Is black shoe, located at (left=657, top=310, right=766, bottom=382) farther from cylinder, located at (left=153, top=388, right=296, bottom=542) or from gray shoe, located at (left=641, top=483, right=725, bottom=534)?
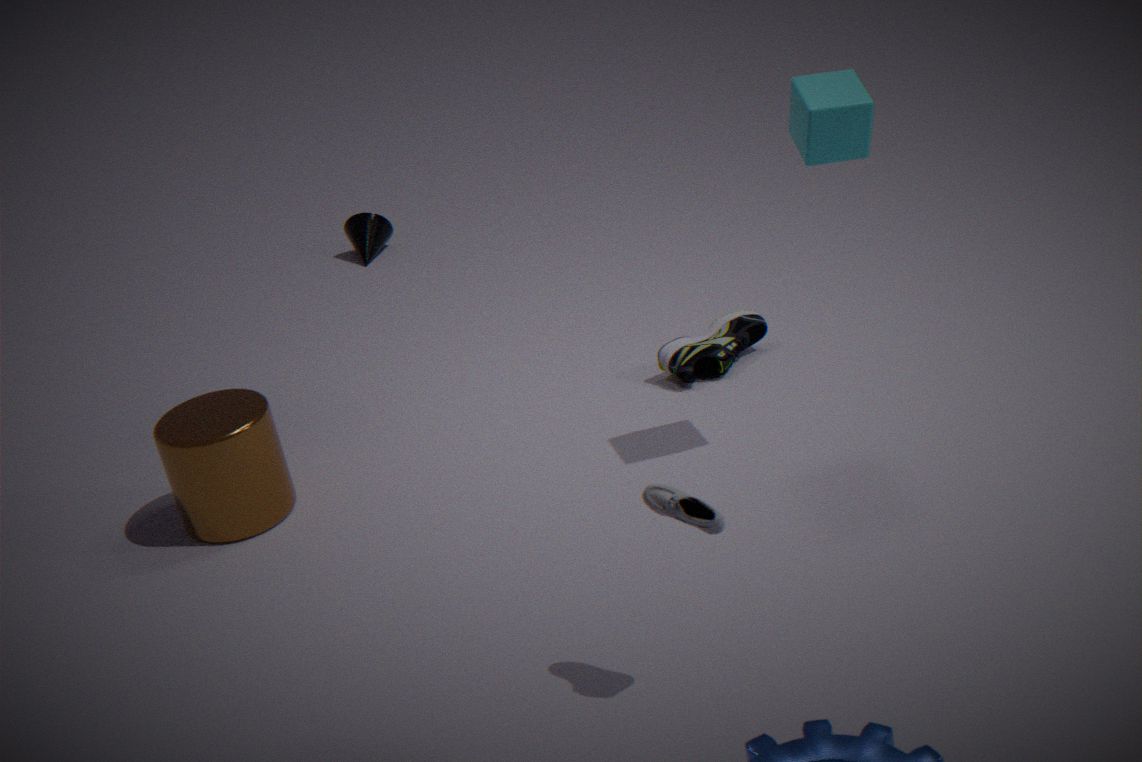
gray shoe, located at (left=641, top=483, right=725, bottom=534)
